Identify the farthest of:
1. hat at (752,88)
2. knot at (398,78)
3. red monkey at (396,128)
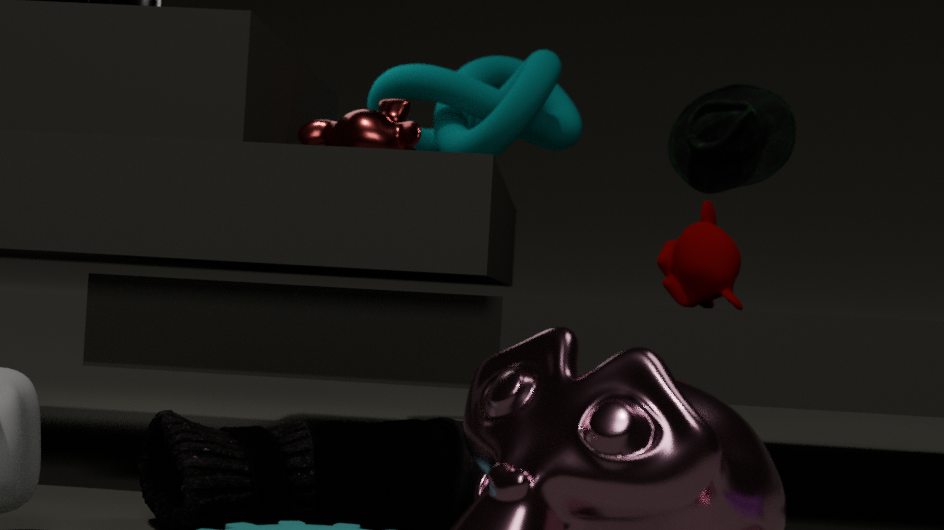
knot at (398,78)
